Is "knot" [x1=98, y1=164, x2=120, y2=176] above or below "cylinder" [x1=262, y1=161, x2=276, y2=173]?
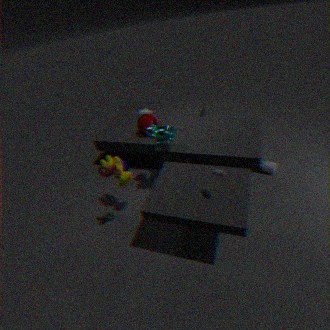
above
